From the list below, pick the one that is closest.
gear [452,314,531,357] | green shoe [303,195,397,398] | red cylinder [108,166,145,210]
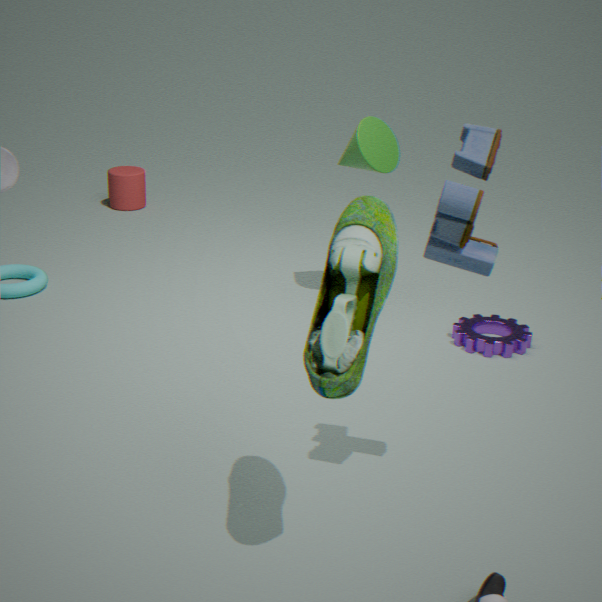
green shoe [303,195,397,398]
